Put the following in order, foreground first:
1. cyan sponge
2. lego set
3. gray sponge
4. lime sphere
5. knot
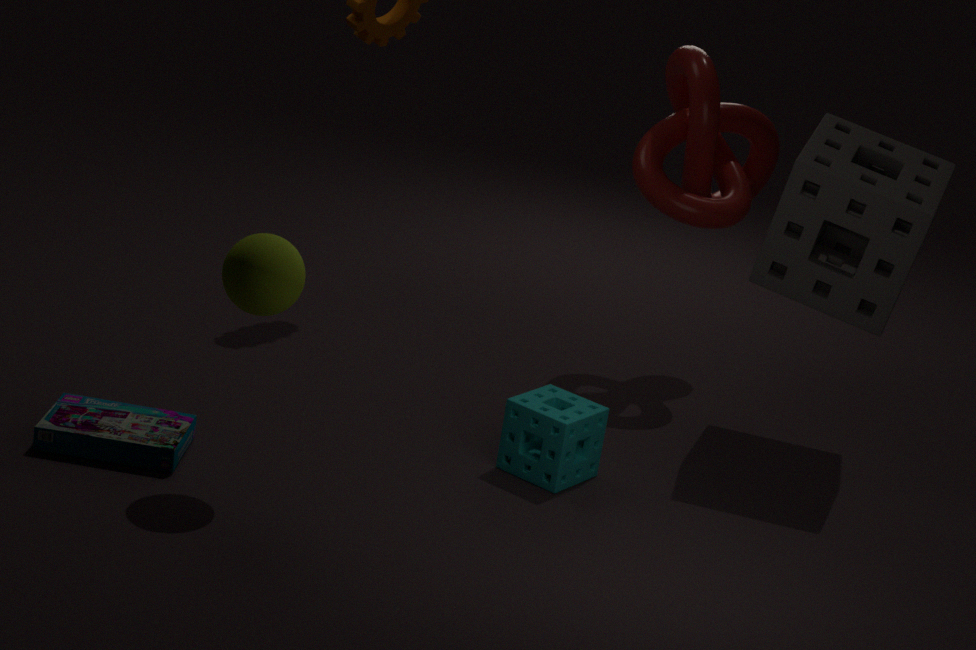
lime sphere → lego set → cyan sponge → gray sponge → knot
